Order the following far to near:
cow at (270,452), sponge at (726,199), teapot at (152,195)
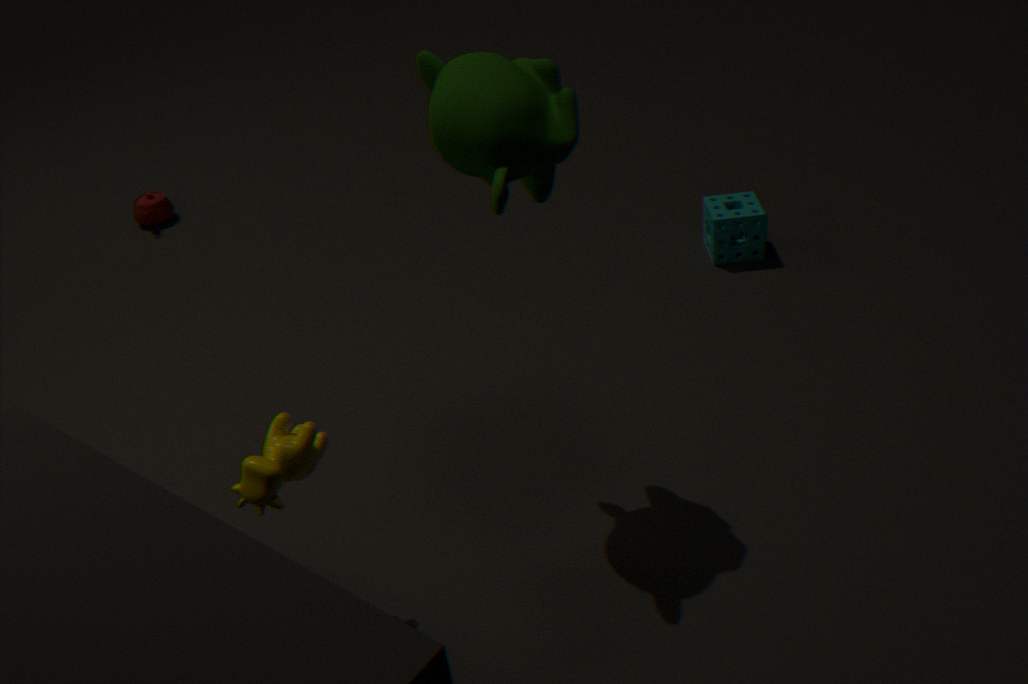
1. teapot at (152,195)
2. sponge at (726,199)
3. cow at (270,452)
